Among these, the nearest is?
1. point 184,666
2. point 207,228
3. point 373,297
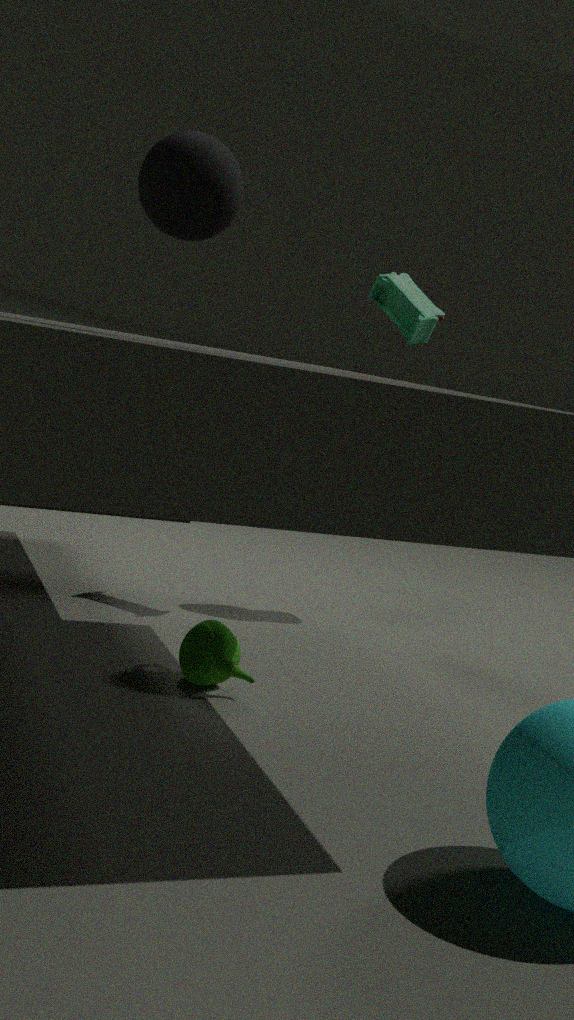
point 207,228
